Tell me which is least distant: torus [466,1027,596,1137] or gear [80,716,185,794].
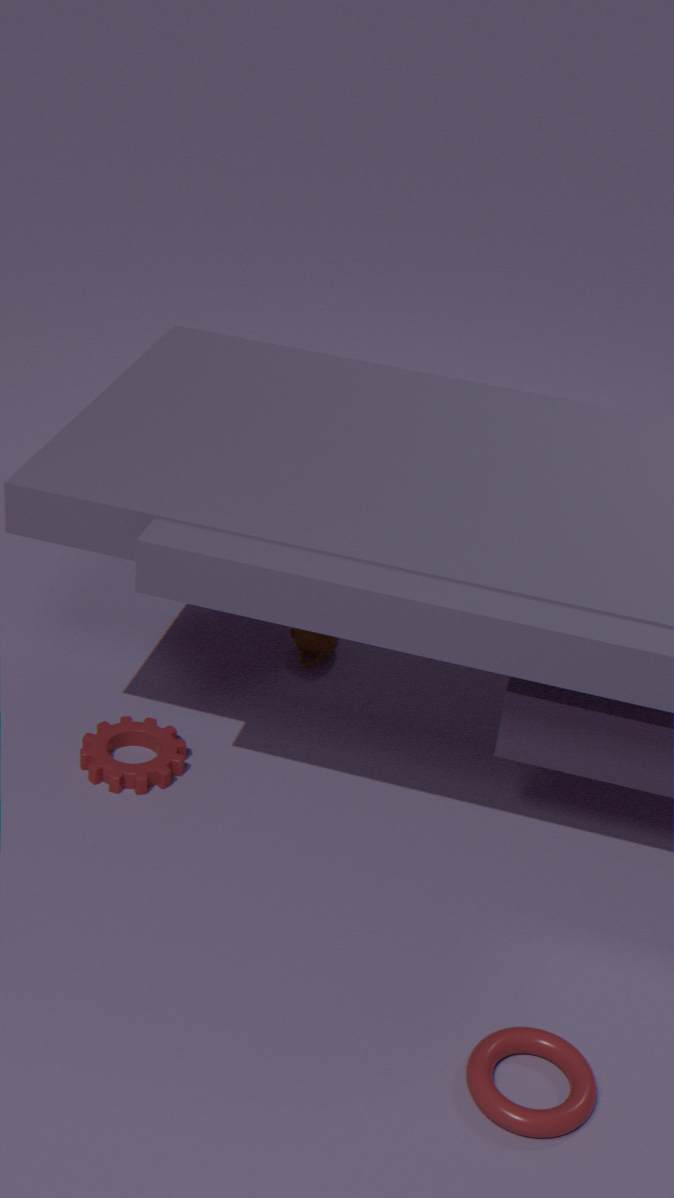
torus [466,1027,596,1137]
